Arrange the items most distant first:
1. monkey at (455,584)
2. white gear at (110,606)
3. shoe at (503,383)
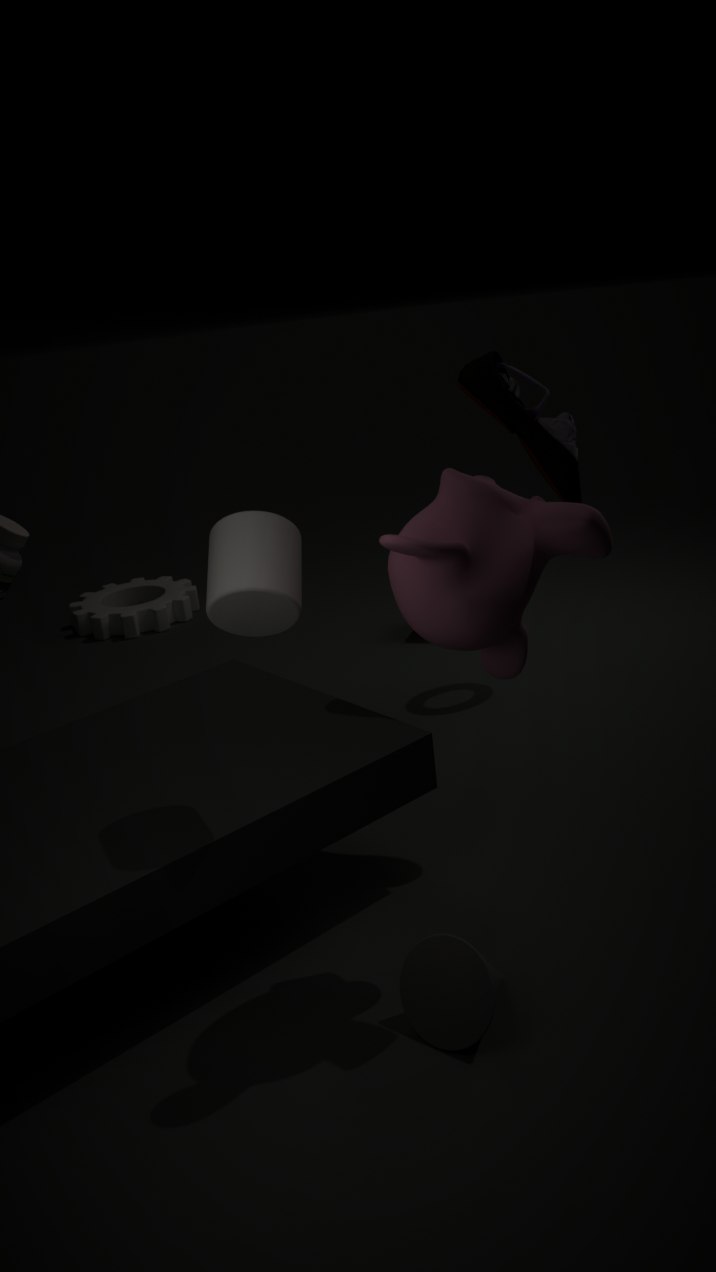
white gear at (110,606) < shoe at (503,383) < monkey at (455,584)
